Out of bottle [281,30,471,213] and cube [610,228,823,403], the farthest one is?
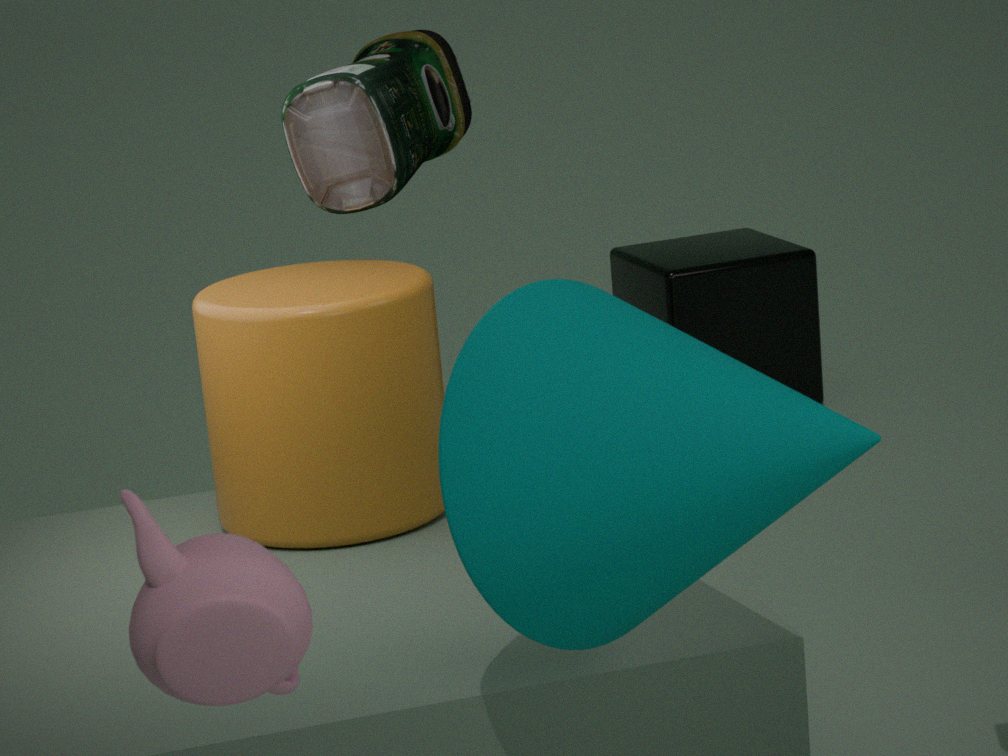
cube [610,228,823,403]
